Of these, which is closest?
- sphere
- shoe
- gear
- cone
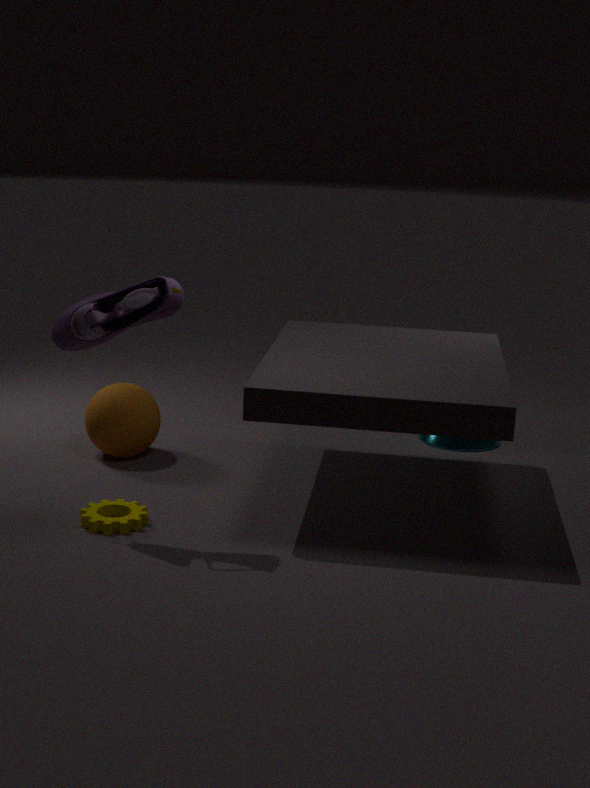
shoe
